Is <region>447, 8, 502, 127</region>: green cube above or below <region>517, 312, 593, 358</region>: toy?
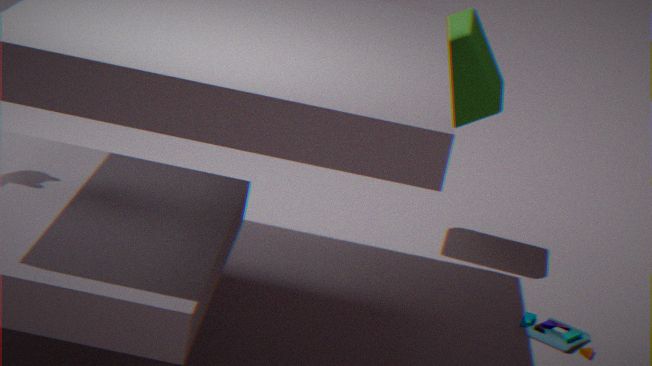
above
